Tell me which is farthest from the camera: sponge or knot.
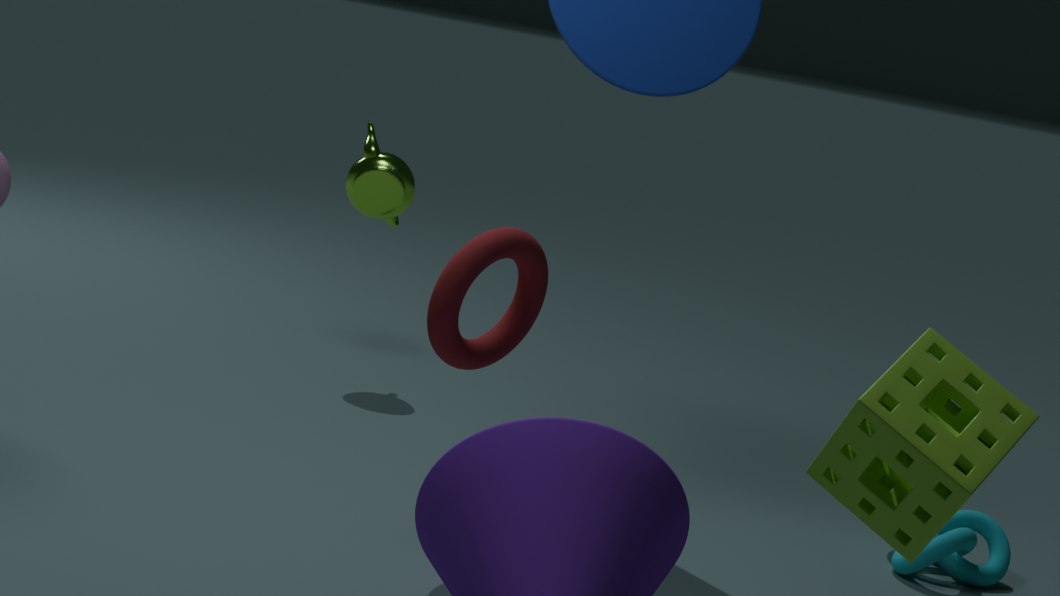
knot
